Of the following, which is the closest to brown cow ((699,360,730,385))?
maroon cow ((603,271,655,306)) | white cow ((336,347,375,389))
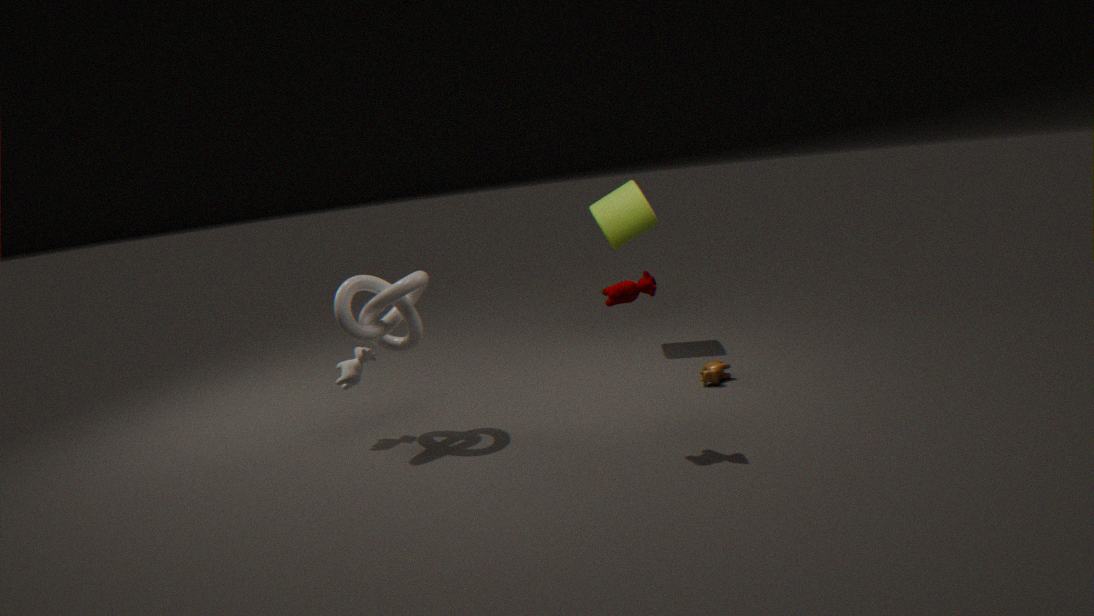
maroon cow ((603,271,655,306))
